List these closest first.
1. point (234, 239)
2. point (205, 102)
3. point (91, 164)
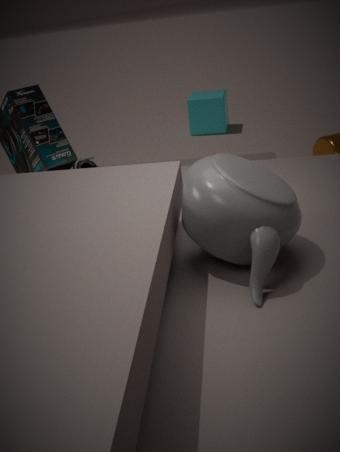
1. point (234, 239)
2. point (91, 164)
3. point (205, 102)
